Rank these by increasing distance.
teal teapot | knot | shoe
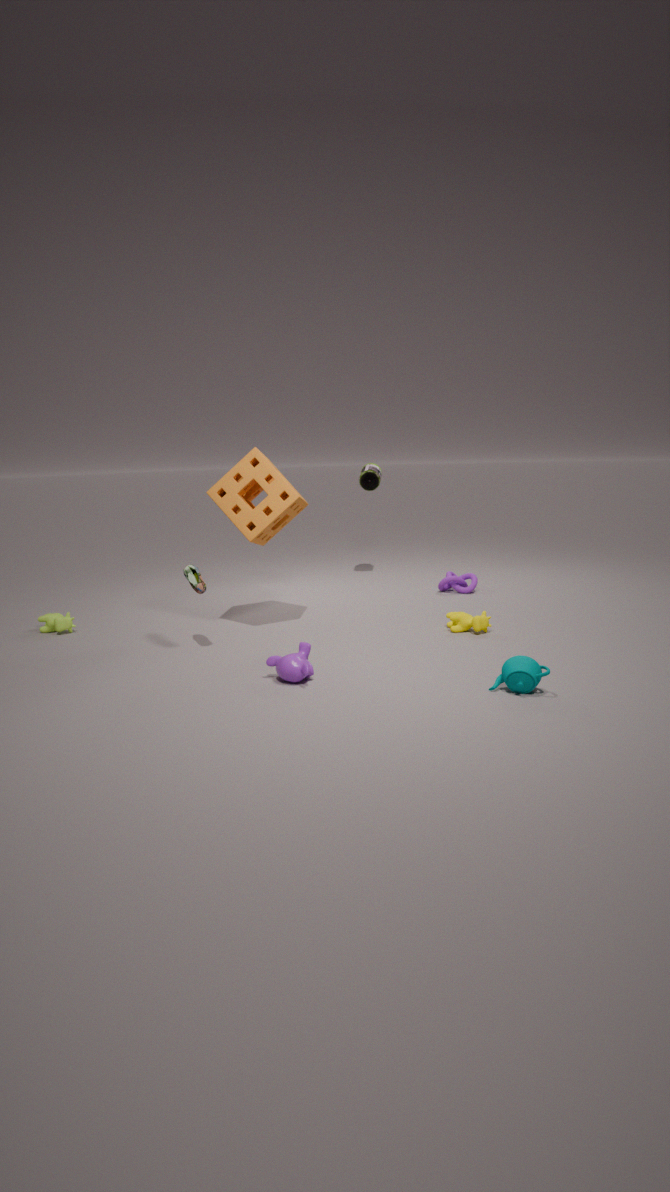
teal teapot < shoe < knot
